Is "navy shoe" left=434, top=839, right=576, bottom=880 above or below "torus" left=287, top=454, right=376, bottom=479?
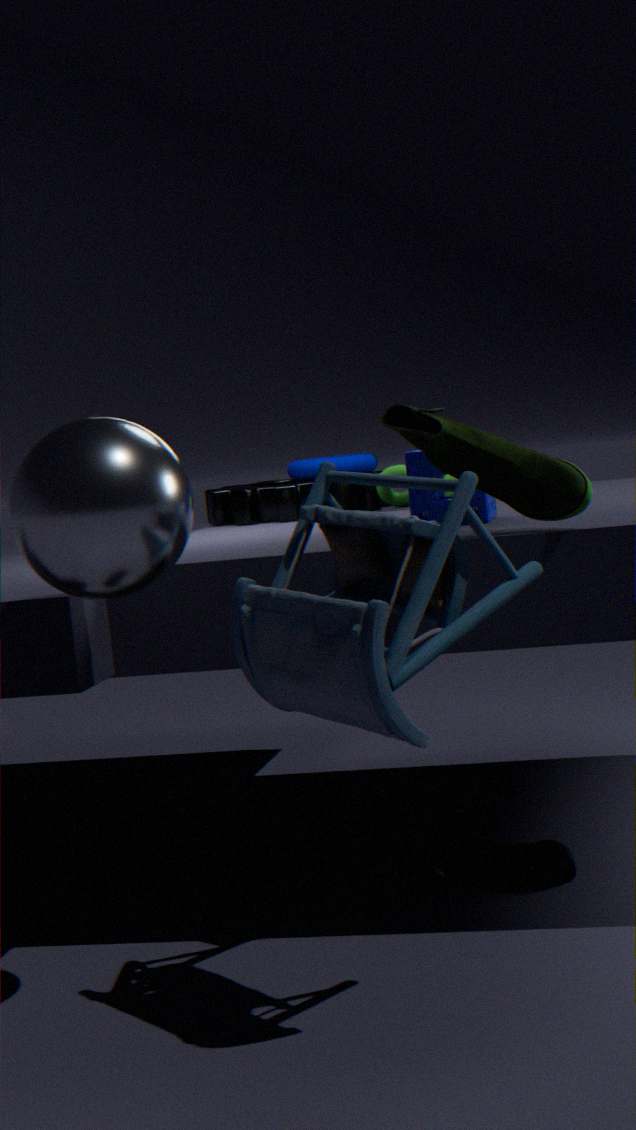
below
